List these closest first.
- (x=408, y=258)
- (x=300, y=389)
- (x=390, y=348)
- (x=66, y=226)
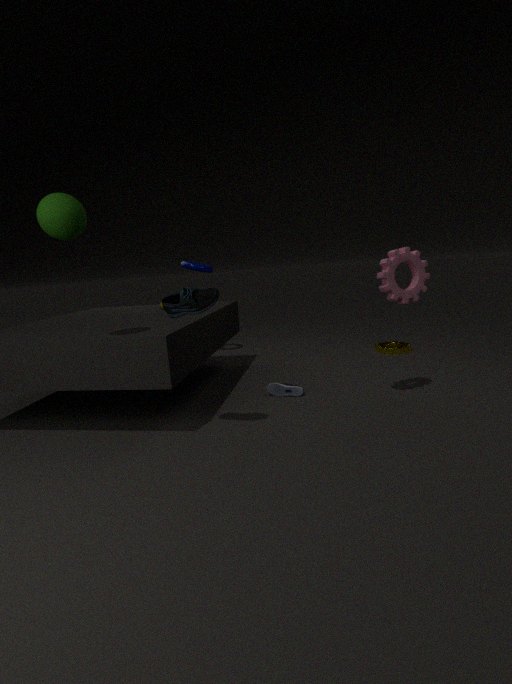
1. (x=66, y=226)
2. (x=408, y=258)
3. (x=300, y=389)
4. (x=390, y=348)
